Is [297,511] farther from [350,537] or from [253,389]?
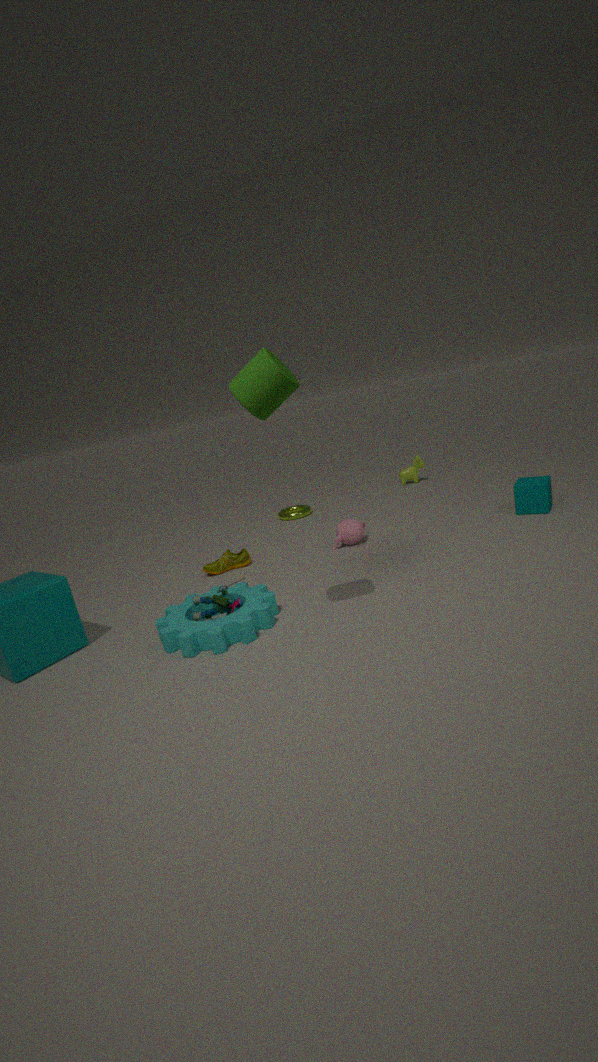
[253,389]
